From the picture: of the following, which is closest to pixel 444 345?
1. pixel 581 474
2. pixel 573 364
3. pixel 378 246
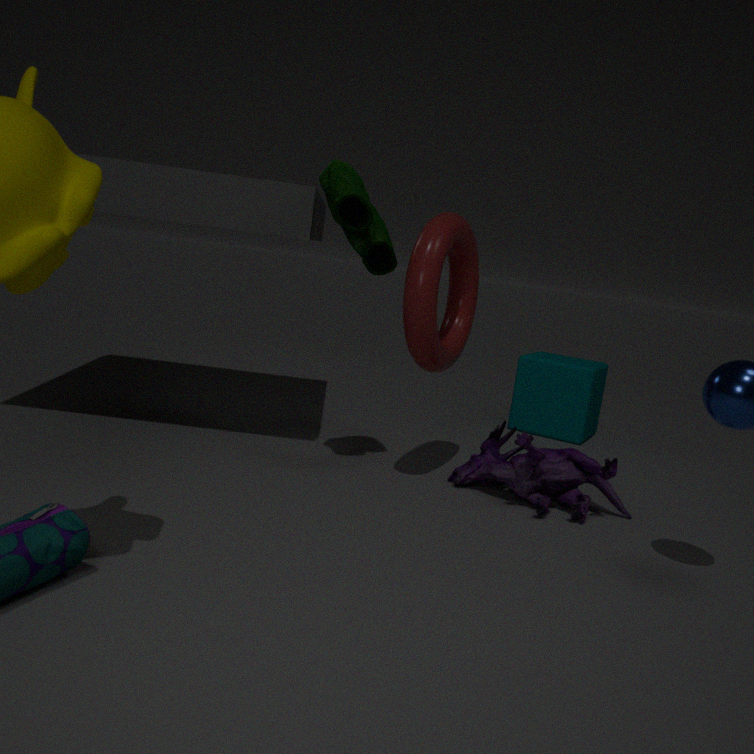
pixel 378 246
